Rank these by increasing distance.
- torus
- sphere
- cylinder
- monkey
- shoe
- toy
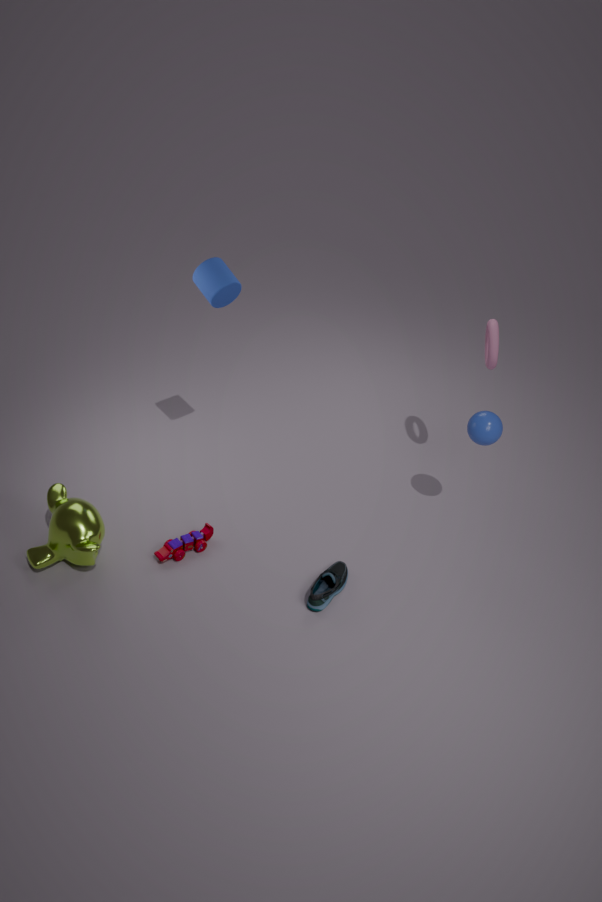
monkey, shoe, cylinder, toy, sphere, torus
